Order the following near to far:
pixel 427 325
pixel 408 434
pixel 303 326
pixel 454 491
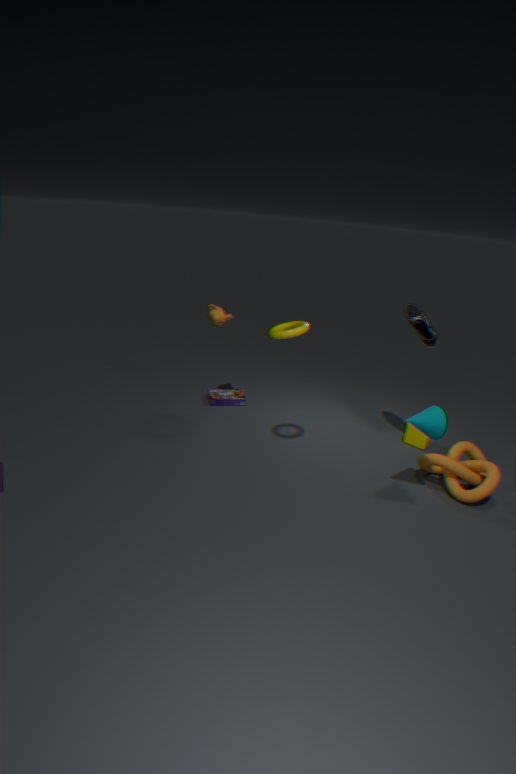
pixel 303 326
pixel 454 491
pixel 427 325
pixel 408 434
